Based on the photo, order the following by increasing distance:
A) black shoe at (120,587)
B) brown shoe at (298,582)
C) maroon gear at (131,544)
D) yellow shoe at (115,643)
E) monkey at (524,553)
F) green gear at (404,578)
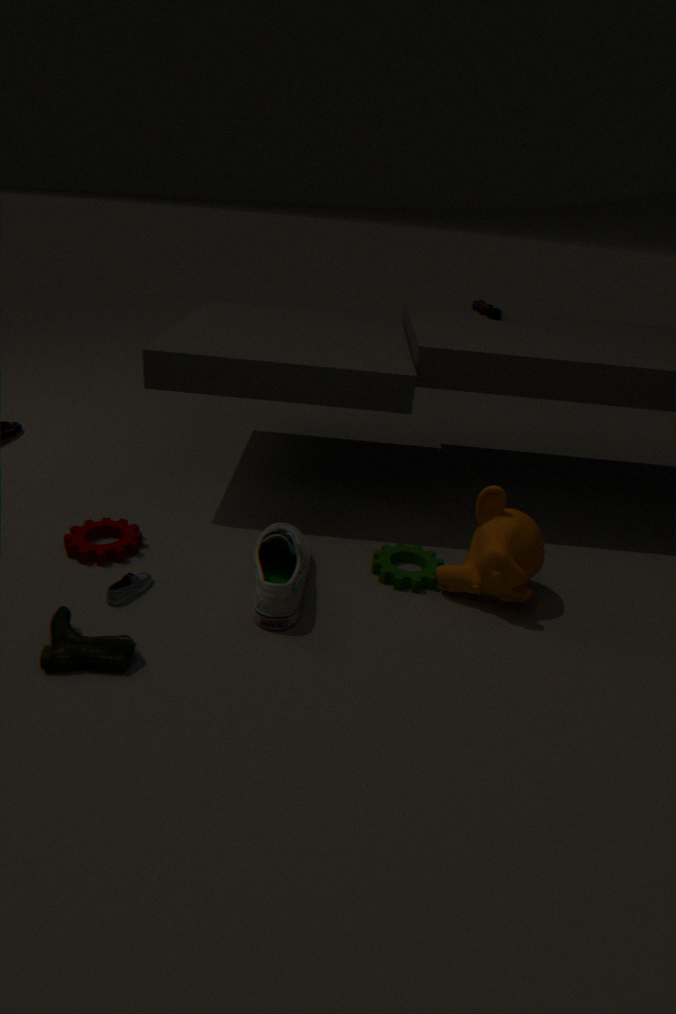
yellow shoe at (115,643) → brown shoe at (298,582) → black shoe at (120,587) → monkey at (524,553) → maroon gear at (131,544) → green gear at (404,578)
